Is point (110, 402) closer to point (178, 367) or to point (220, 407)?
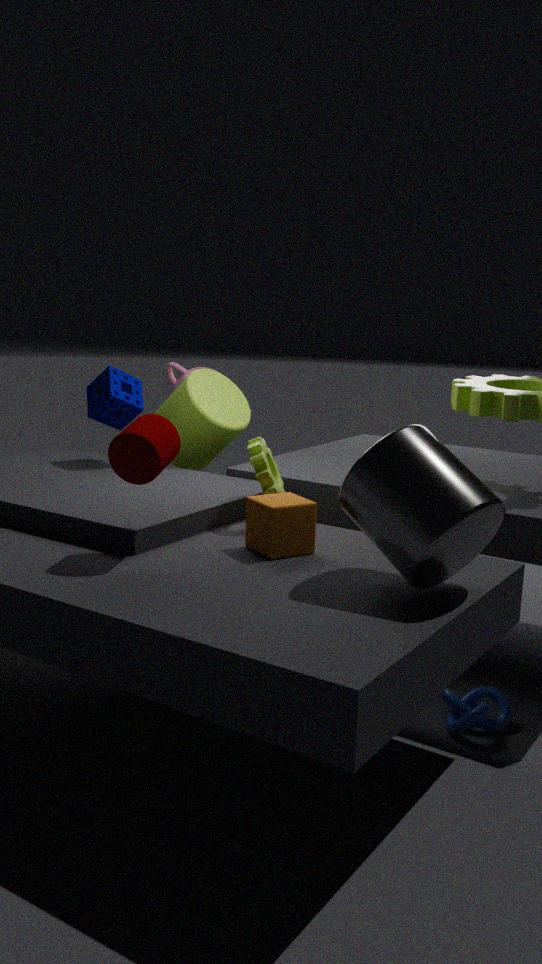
point (220, 407)
